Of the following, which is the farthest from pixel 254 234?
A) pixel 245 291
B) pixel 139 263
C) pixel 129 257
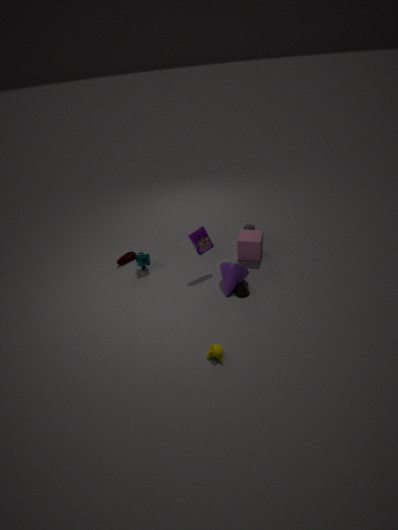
pixel 129 257
